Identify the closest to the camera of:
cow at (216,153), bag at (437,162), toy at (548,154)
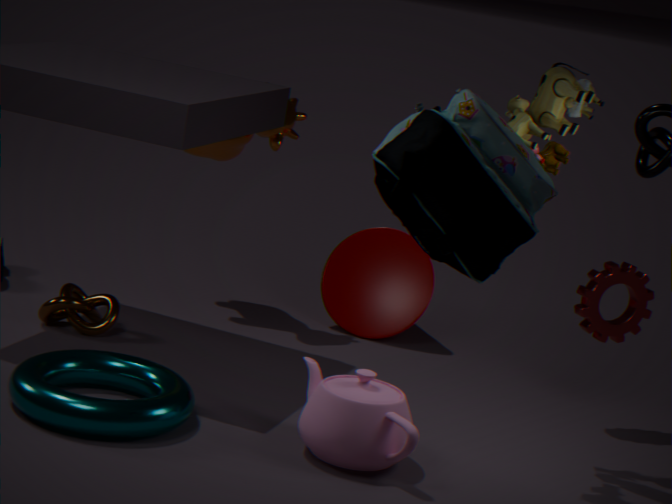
bag at (437,162)
